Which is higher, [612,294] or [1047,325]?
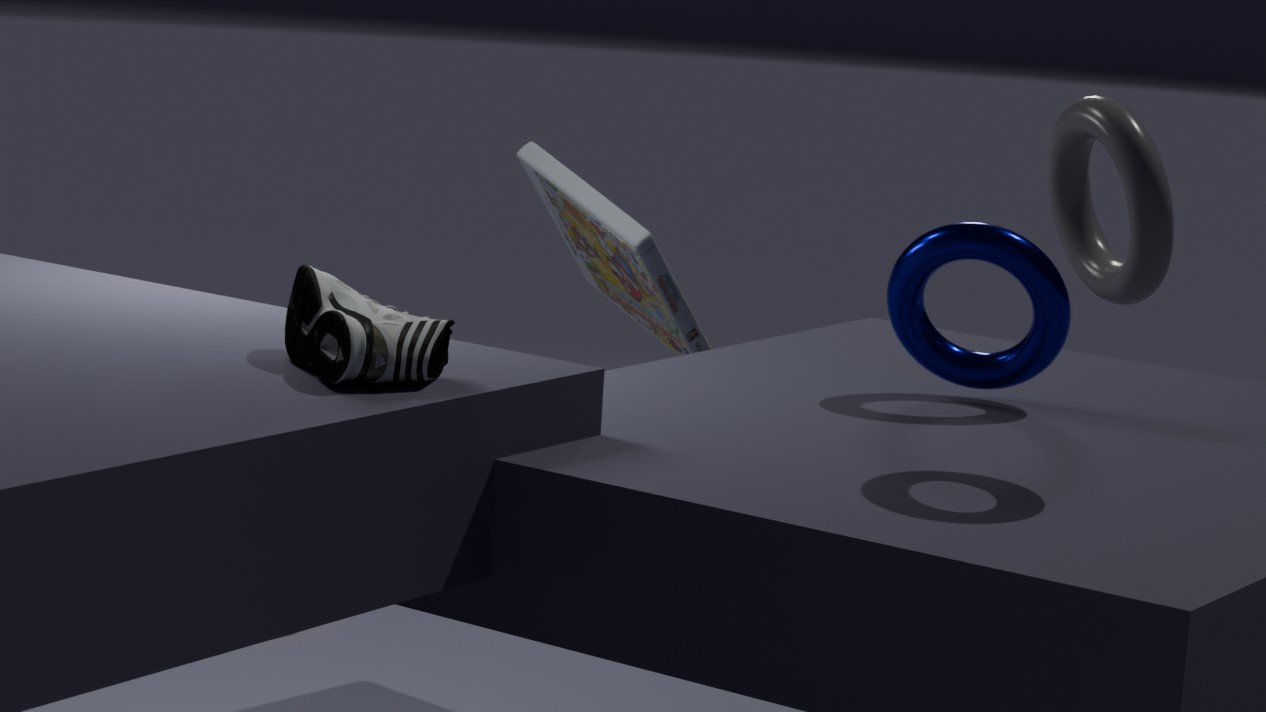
[1047,325]
